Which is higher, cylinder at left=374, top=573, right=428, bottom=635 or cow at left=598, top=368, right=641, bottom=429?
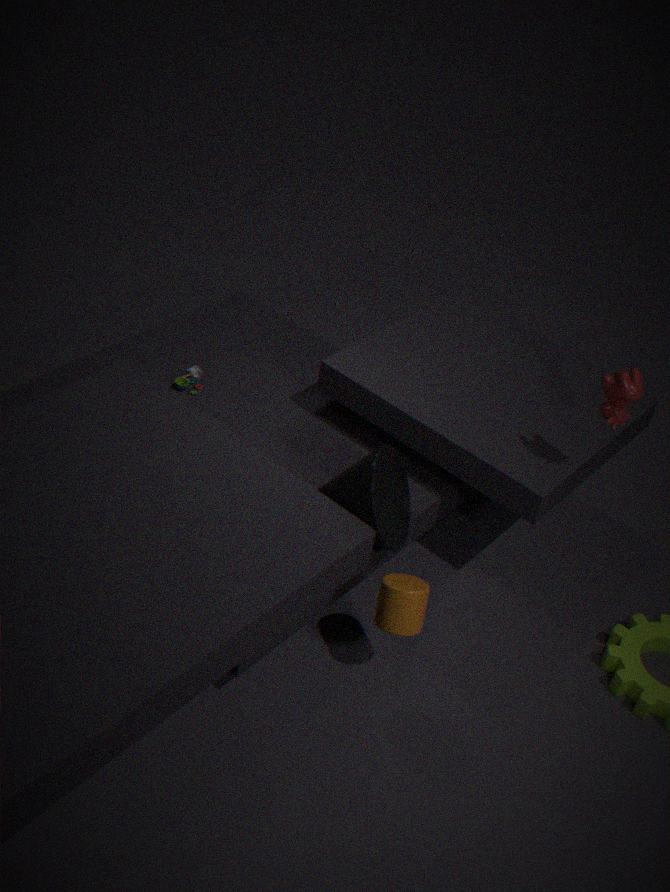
cow at left=598, top=368, right=641, bottom=429
